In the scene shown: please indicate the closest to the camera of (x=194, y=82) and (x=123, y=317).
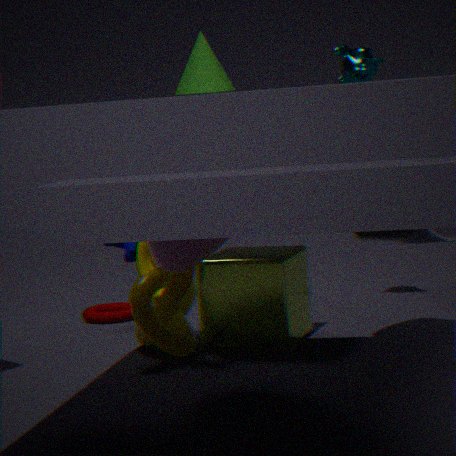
(x=194, y=82)
